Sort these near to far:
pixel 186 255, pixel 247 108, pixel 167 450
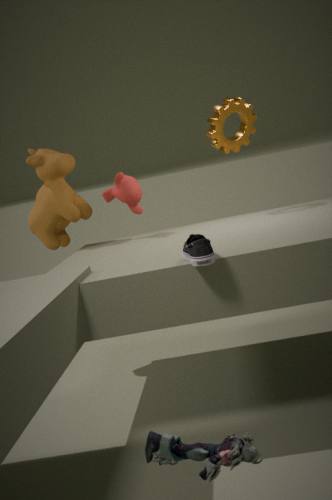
pixel 167 450 → pixel 186 255 → pixel 247 108
